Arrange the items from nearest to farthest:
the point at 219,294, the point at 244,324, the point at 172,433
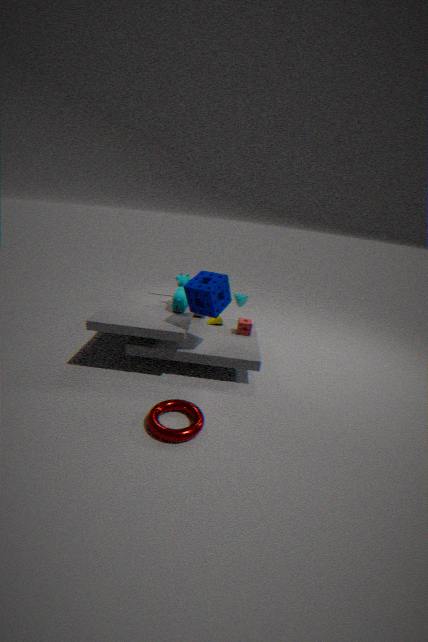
the point at 172,433, the point at 219,294, the point at 244,324
